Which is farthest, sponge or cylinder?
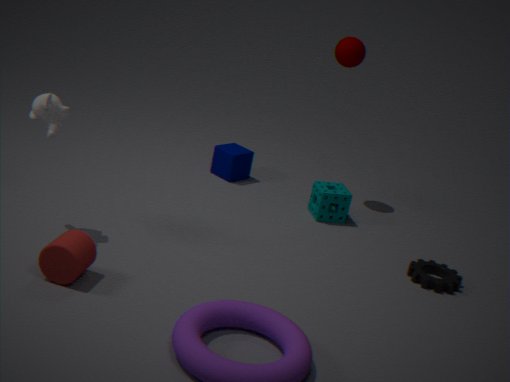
sponge
